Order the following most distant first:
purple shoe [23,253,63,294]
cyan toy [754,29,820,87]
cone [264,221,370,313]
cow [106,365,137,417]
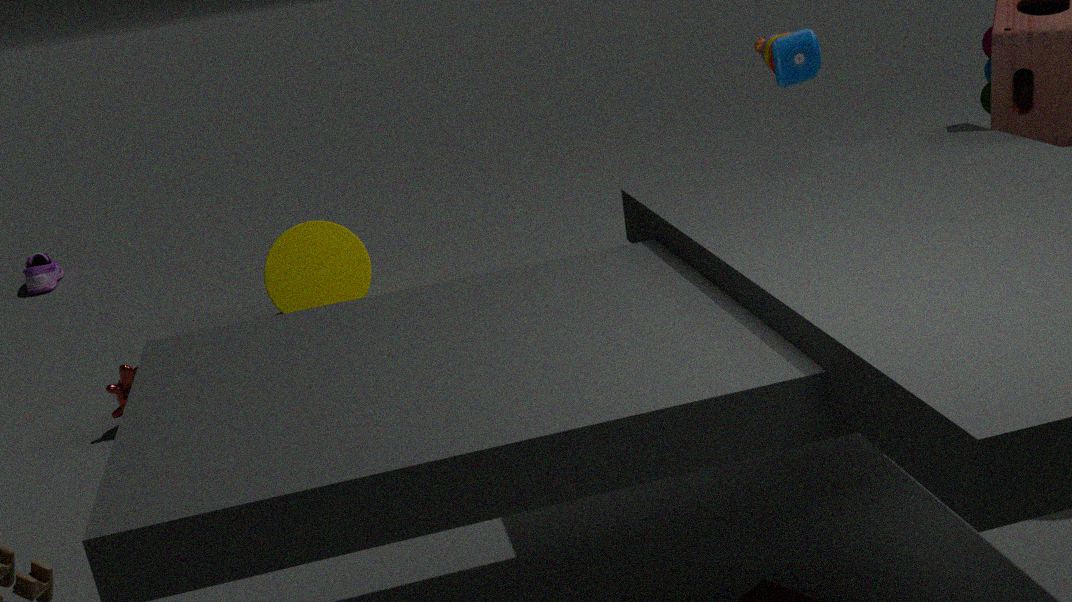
purple shoe [23,253,63,294], cone [264,221,370,313], cow [106,365,137,417], cyan toy [754,29,820,87]
